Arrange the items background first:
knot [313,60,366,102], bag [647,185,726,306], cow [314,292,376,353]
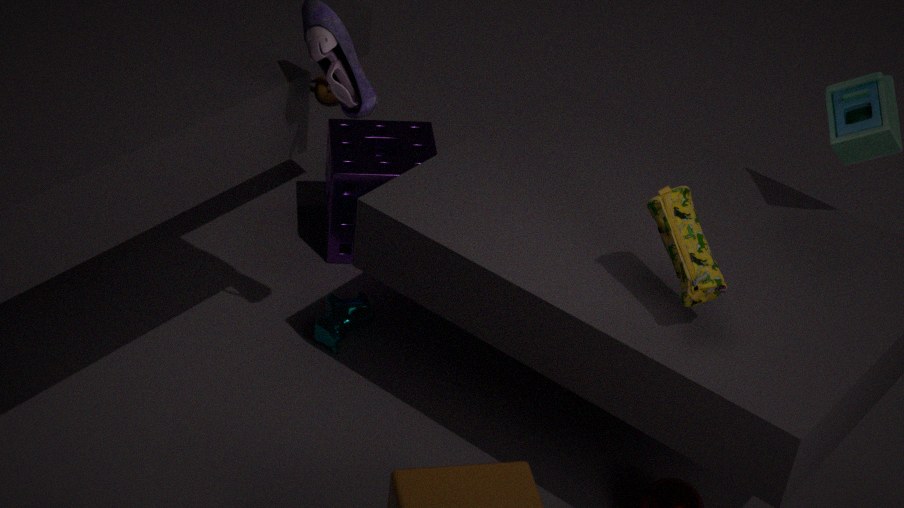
knot [313,60,366,102] < cow [314,292,376,353] < bag [647,185,726,306]
